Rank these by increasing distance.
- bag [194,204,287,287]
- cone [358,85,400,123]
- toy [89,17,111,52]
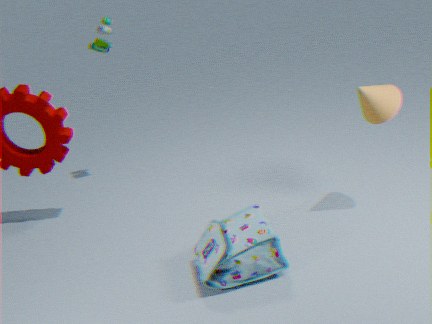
1. bag [194,204,287,287]
2. cone [358,85,400,123]
3. toy [89,17,111,52]
